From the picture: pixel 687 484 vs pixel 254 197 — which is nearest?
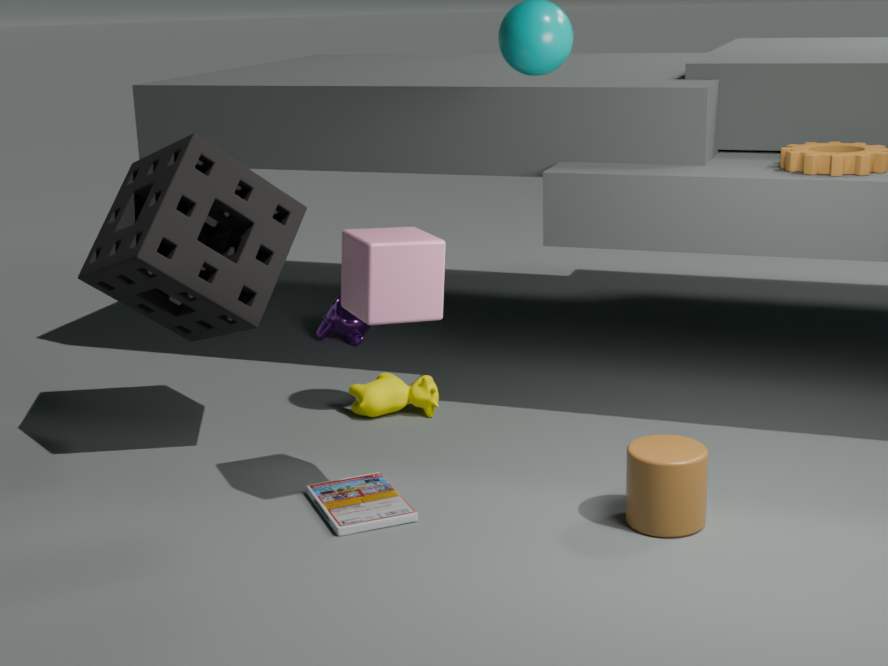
pixel 687 484
